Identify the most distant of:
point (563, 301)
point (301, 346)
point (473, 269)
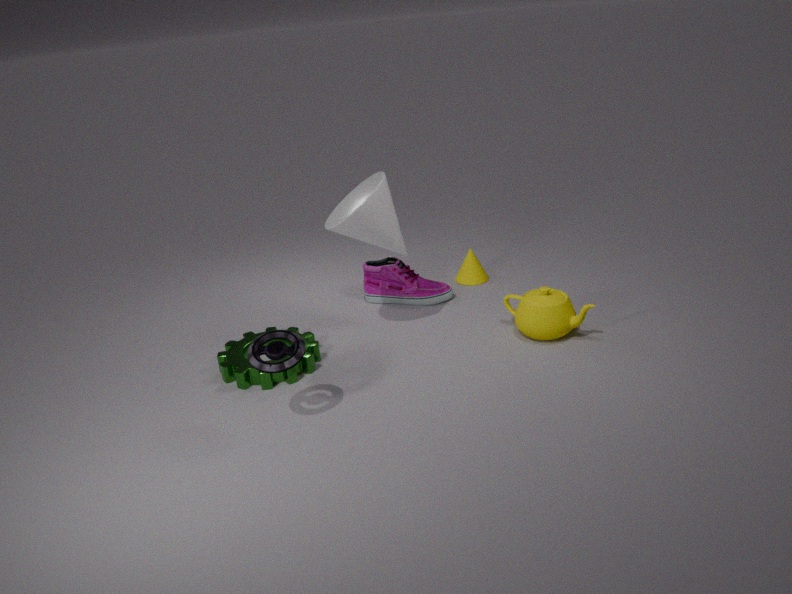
point (473, 269)
